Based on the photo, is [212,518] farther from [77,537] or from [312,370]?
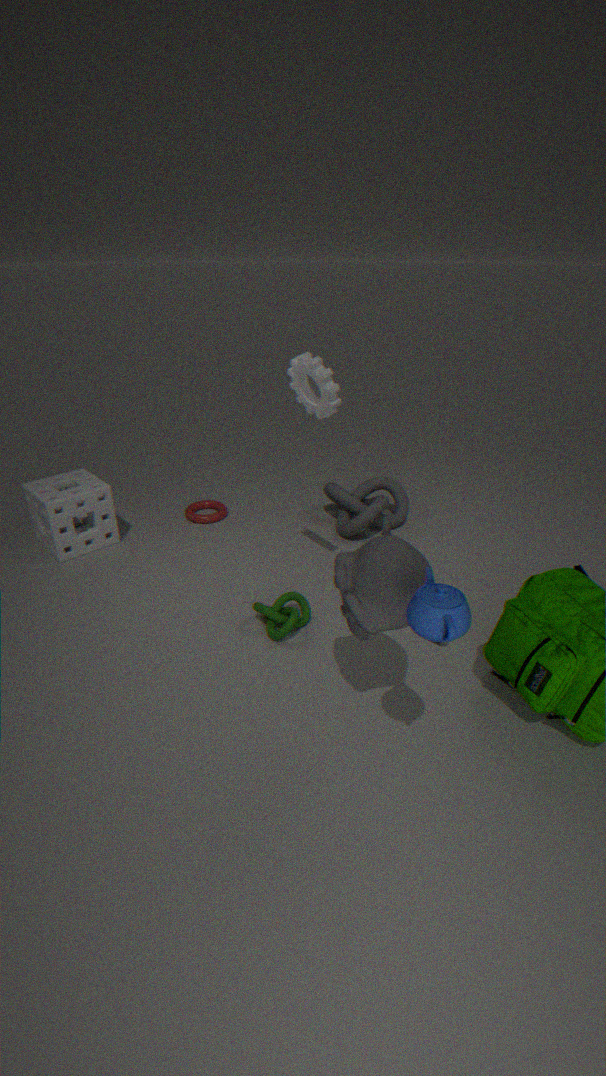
[312,370]
